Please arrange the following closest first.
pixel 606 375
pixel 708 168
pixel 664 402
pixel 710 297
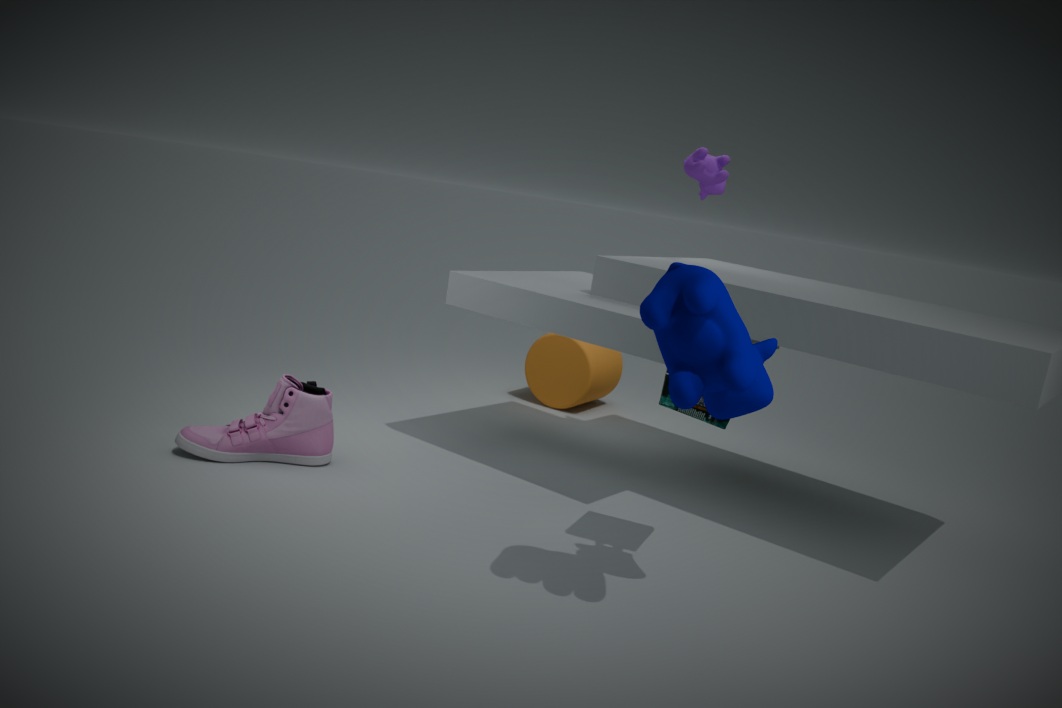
1. pixel 710 297
2. pixel 664 402
3. pixel 708 168
4. pixel 606 375
